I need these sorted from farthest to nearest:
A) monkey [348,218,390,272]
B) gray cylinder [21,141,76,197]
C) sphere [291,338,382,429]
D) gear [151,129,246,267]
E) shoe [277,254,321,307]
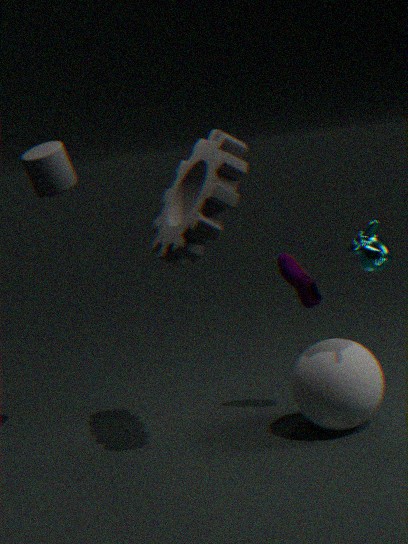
1. shoe [277,254,321,307]
2. gray cylinder [21,141,76,197]
3. sphere [291,338,382,429]
4. monkey [348,218,390,272]
5. gear [151,129,246,267]
